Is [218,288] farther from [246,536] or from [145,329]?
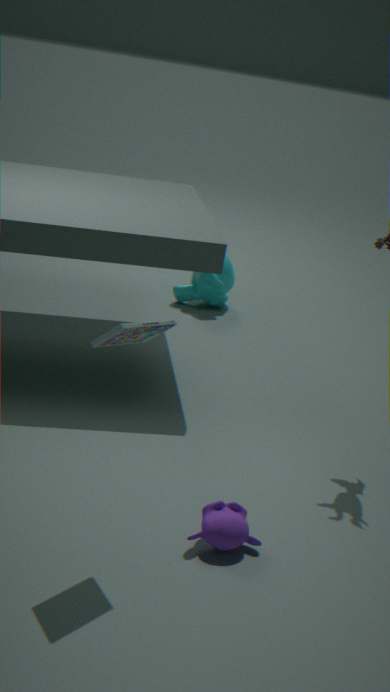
[145,329]
